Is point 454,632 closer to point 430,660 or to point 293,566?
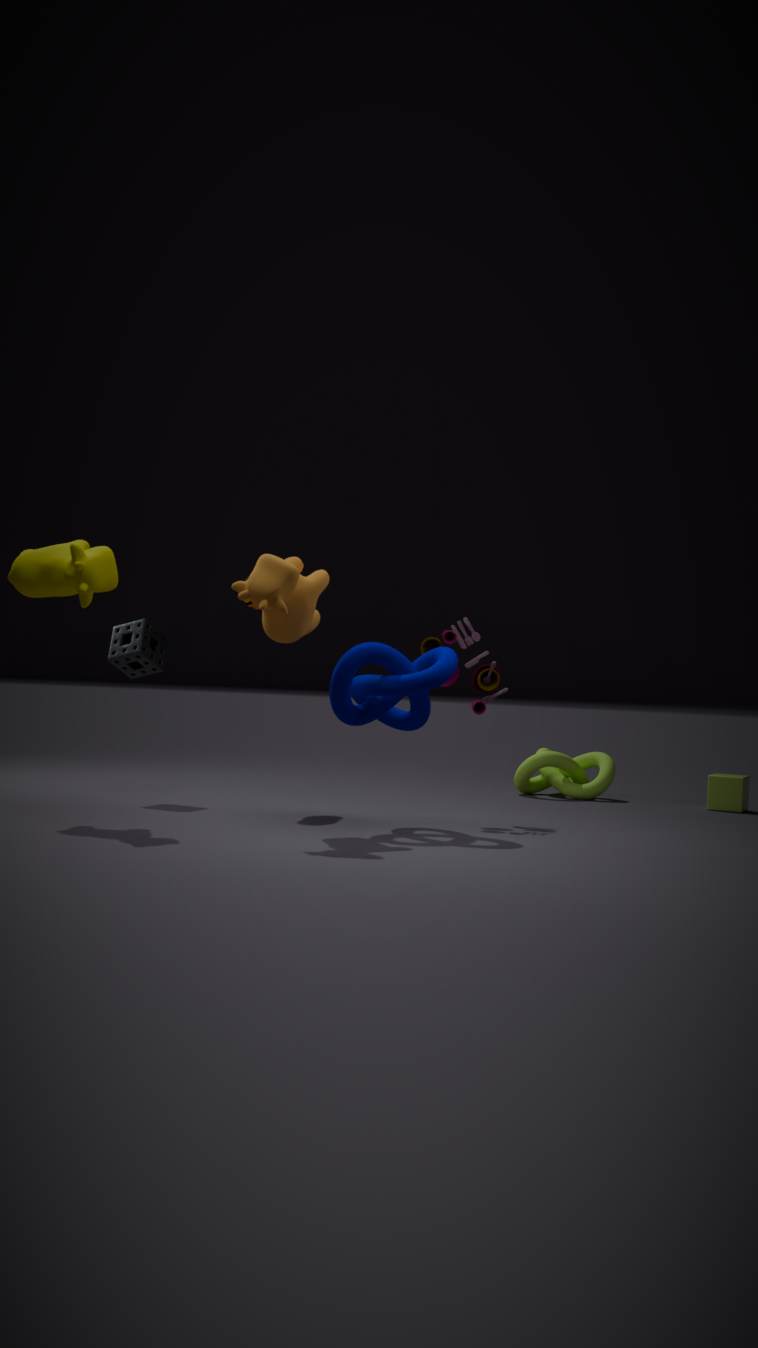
point 430,660
